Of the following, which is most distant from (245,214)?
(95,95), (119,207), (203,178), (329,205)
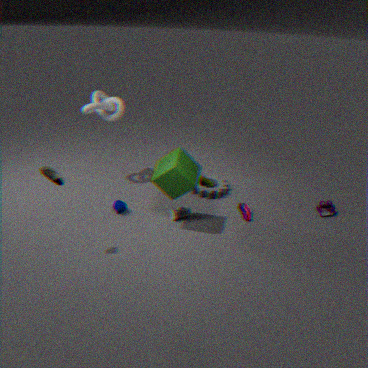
→ (95,95)
